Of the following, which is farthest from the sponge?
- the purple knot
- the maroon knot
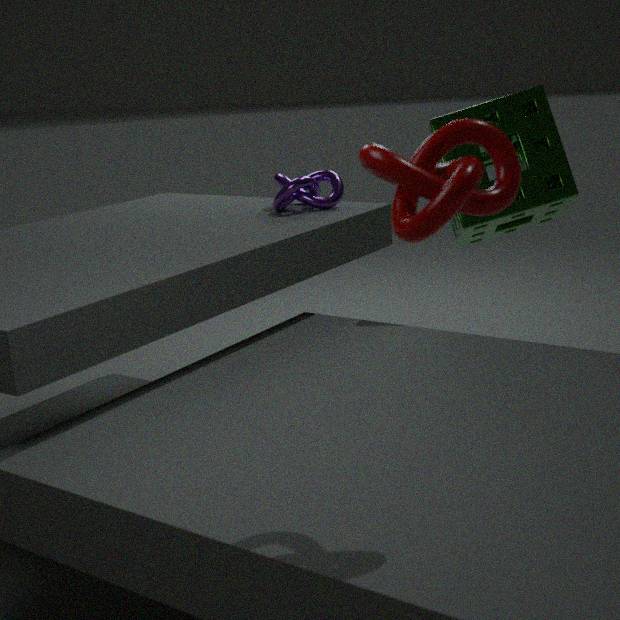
the maroon knot
